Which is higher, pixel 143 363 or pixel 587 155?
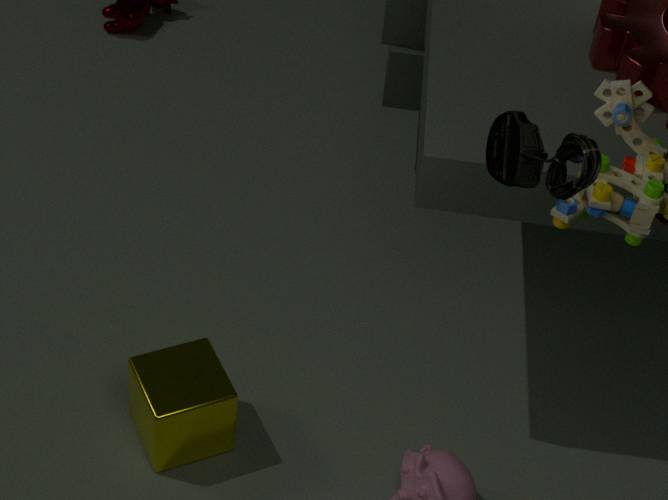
pixel 587 155
